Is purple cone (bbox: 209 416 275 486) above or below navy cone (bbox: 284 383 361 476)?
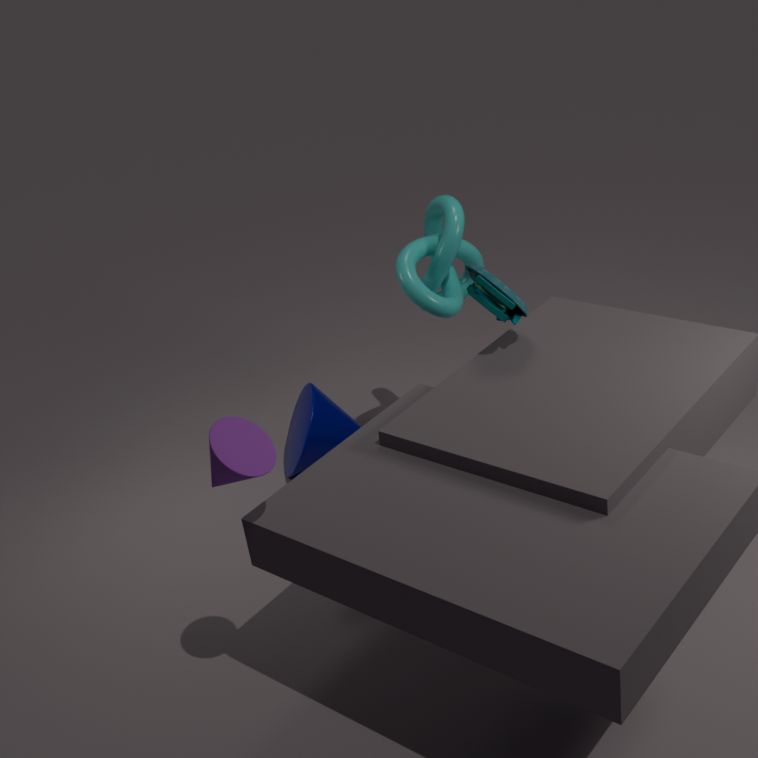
above
